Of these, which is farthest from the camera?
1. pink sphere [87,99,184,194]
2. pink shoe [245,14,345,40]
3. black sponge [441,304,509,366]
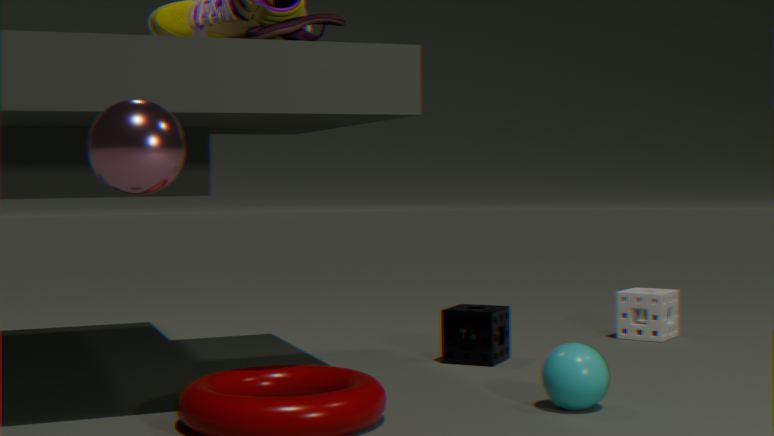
black sponge [441,304,509,366]
